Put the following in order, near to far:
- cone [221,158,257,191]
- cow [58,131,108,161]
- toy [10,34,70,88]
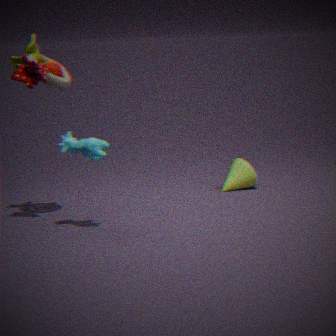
cow [58,131,108,161] < toy [10,34,70,88] < cone [221,158,257,191]
